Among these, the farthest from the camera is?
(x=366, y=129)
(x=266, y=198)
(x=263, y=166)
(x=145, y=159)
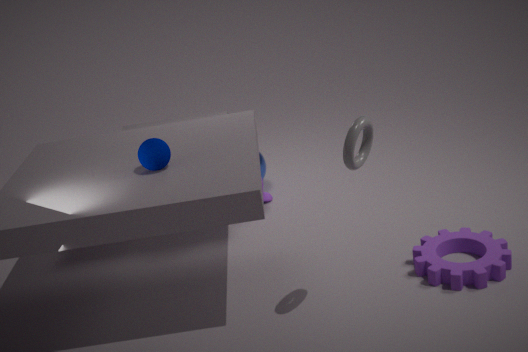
(x=263, y=166)
